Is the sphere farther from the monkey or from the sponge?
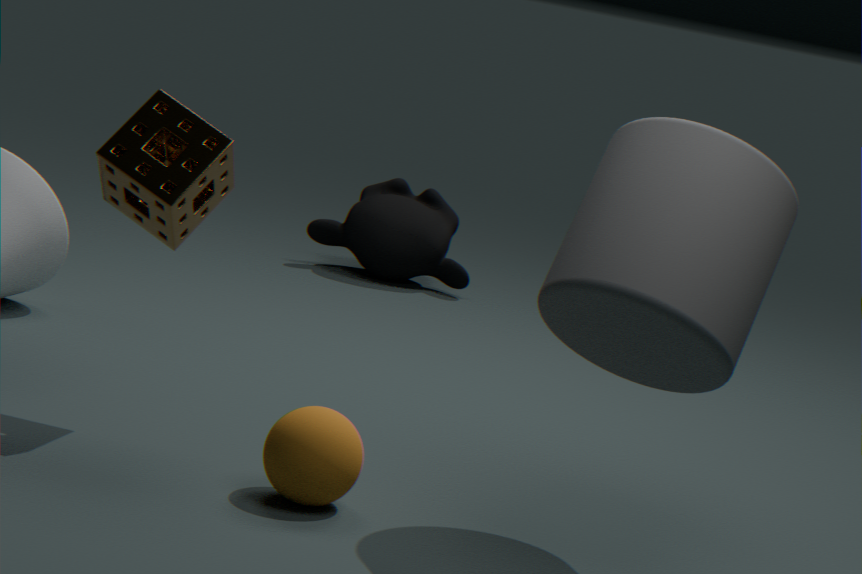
the monkey
